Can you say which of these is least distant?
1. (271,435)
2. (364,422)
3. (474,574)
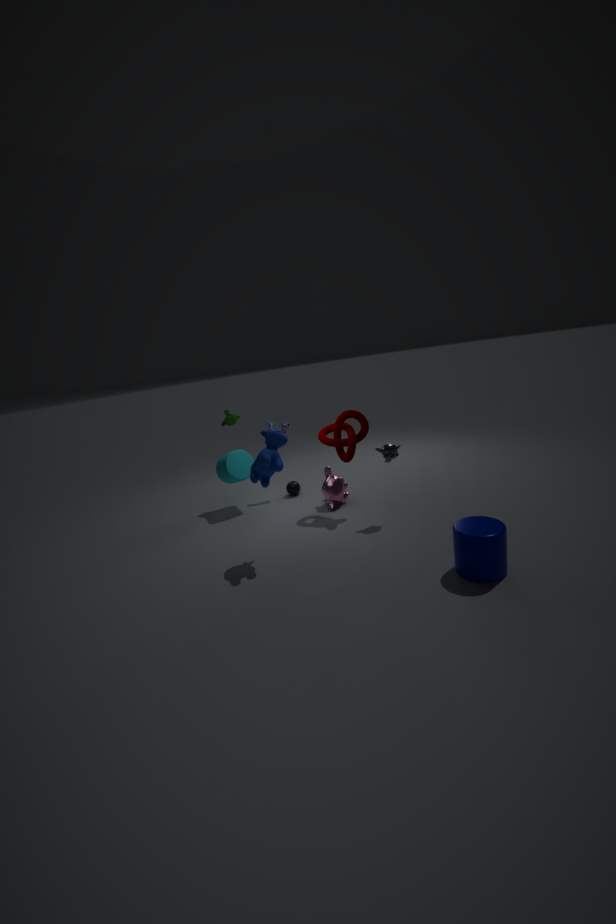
(474,574)
